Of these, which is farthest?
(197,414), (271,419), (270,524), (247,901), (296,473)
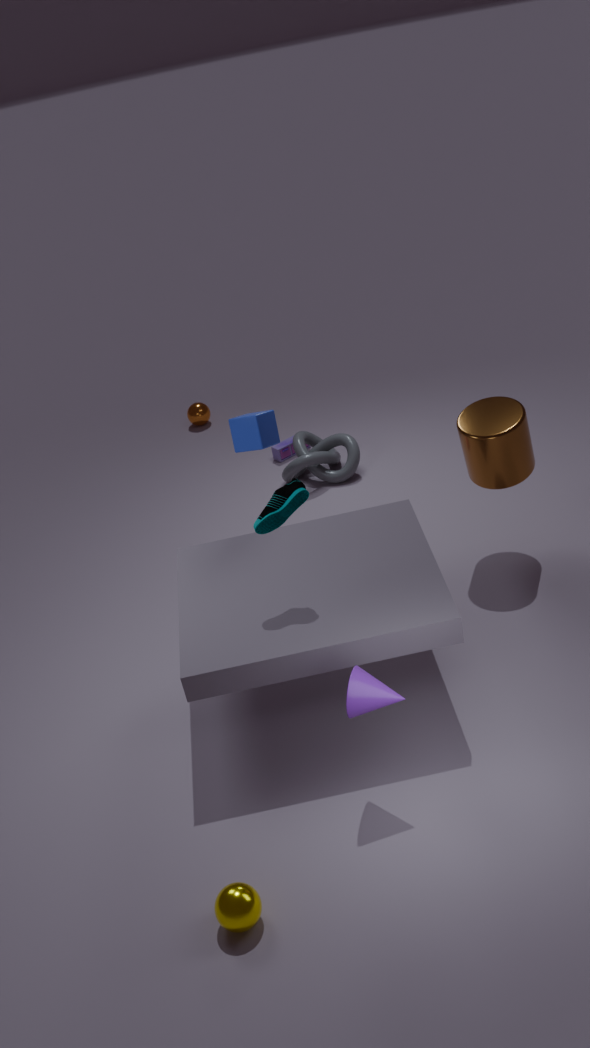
(197,414)
